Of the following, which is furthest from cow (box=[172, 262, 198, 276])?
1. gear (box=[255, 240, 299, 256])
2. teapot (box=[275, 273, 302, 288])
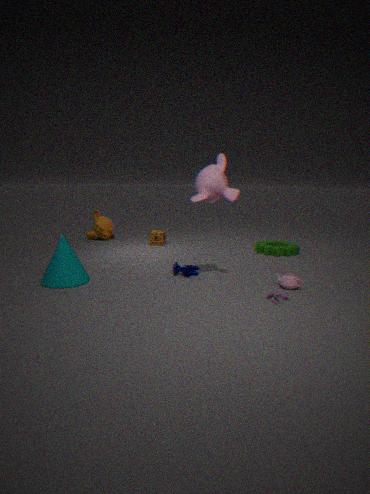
gear (box=[255, 240, 299, 256])
